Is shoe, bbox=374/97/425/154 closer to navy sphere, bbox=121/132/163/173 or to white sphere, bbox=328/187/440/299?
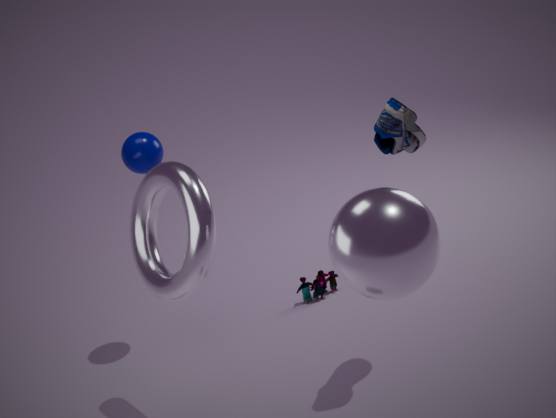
white sphere, bbox=328/187/440/299
